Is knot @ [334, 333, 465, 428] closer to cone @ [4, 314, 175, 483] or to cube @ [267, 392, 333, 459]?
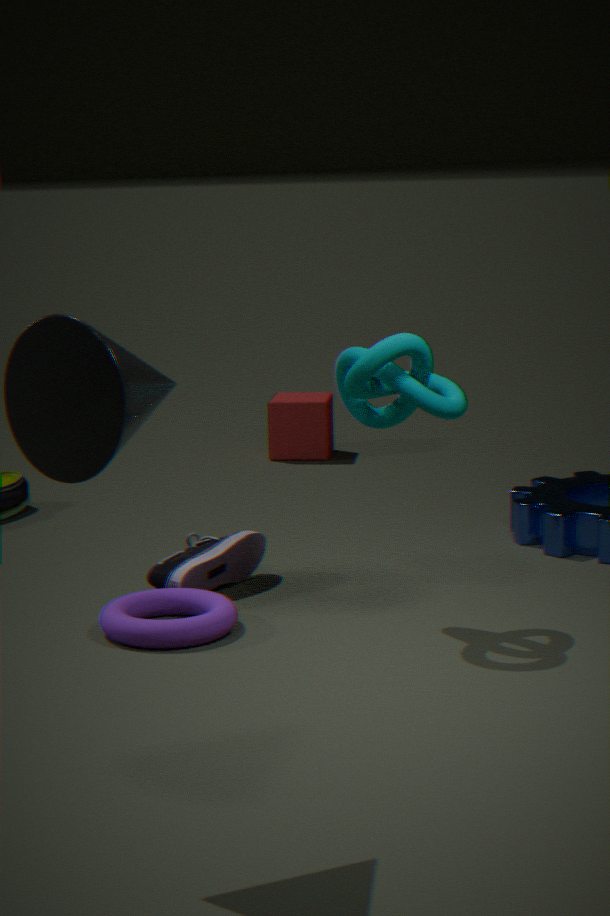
cone @ [4, 314, 175, 483]
